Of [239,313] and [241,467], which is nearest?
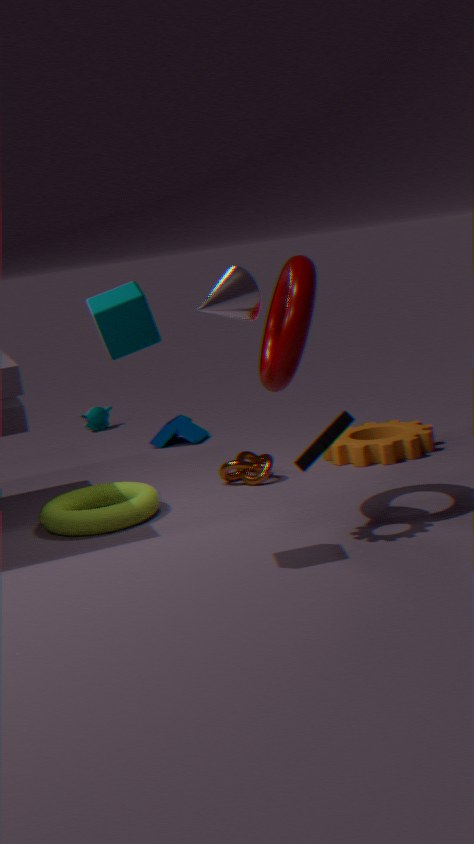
[239,313]
